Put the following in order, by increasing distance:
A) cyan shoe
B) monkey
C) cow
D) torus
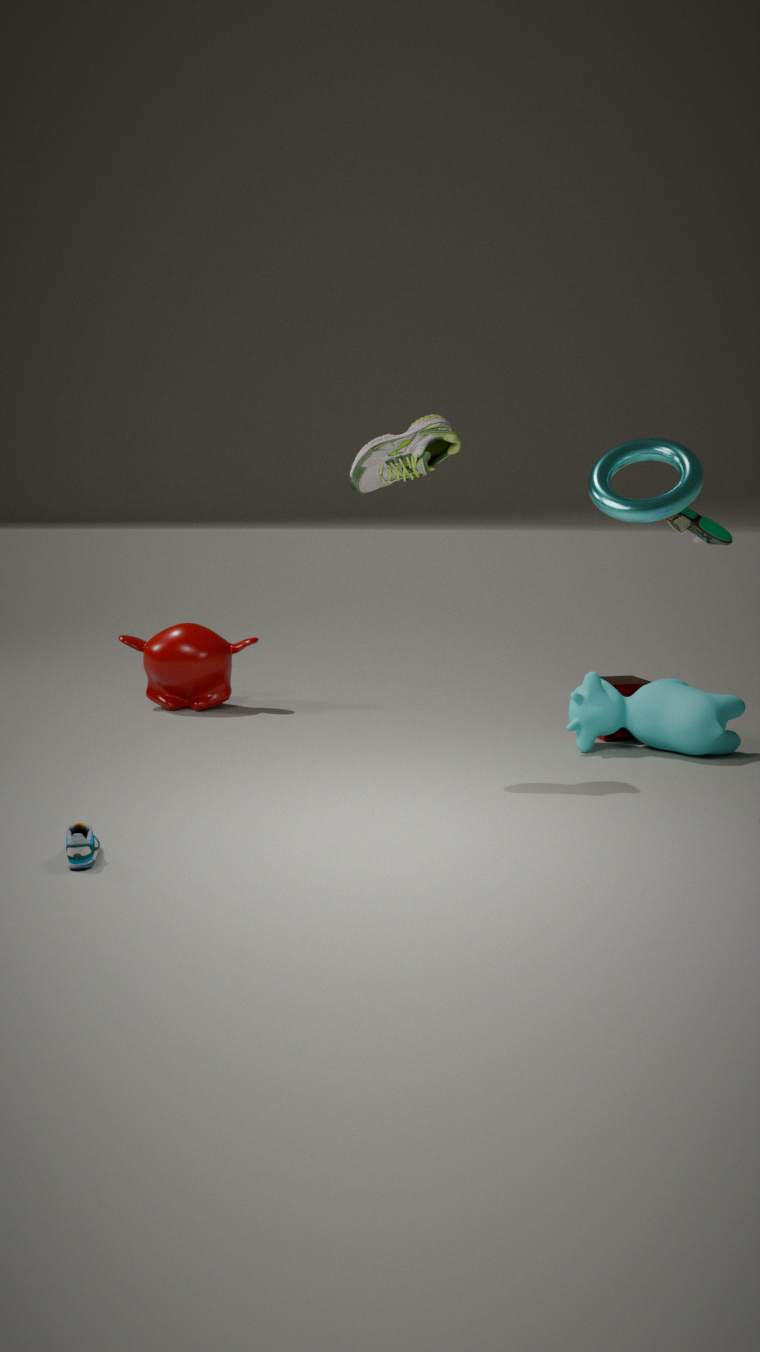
1. cyan shoe
2. torus
3. cow
4. monkey
